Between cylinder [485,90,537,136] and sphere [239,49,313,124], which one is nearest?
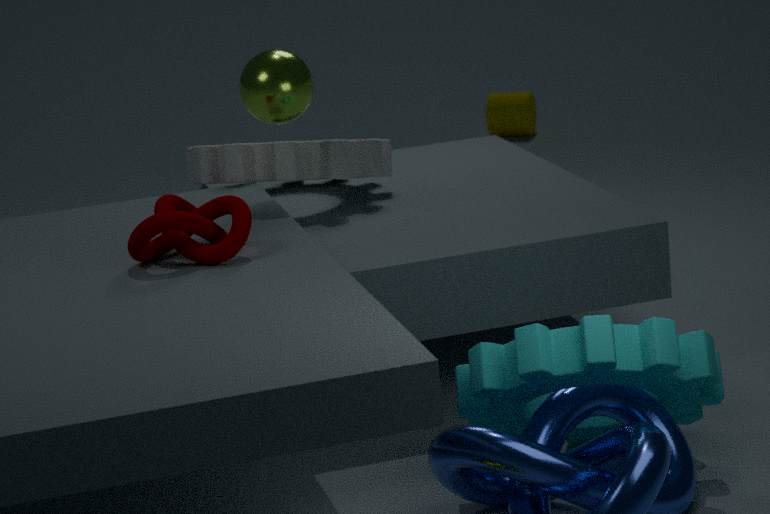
sphere [239,49,313,124]
